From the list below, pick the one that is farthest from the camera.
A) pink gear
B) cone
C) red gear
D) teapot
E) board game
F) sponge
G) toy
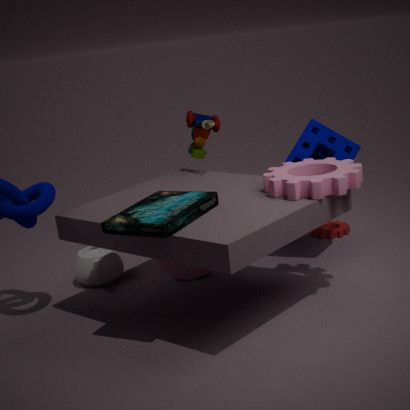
red gear
